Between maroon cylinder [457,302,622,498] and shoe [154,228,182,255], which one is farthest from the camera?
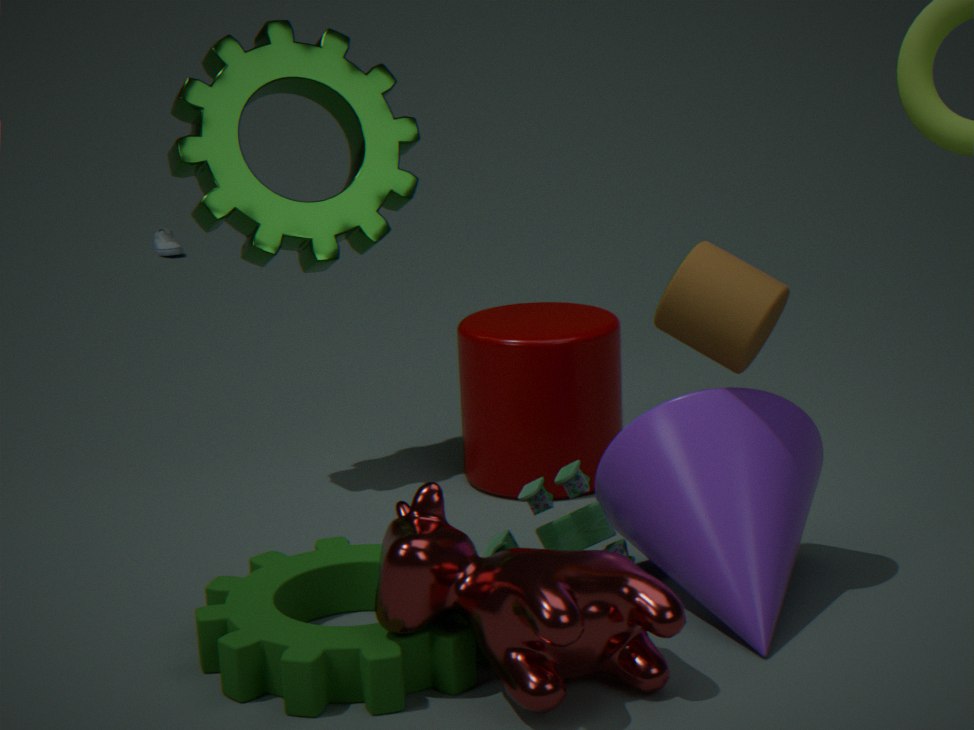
shoe [154,228,182,255]
